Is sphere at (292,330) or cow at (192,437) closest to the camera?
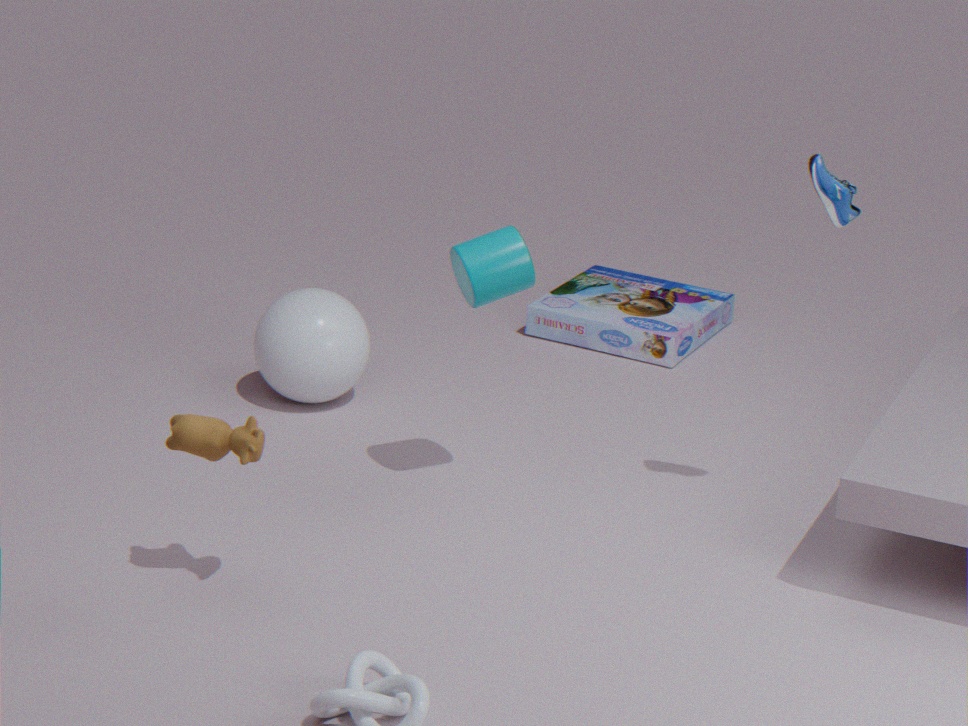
cow at (192,437)
